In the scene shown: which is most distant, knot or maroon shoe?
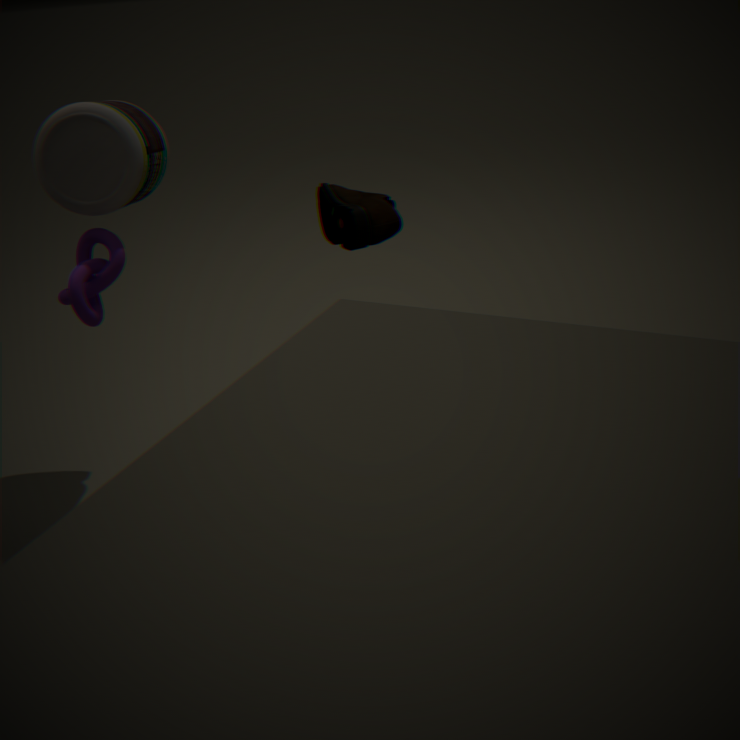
knot
